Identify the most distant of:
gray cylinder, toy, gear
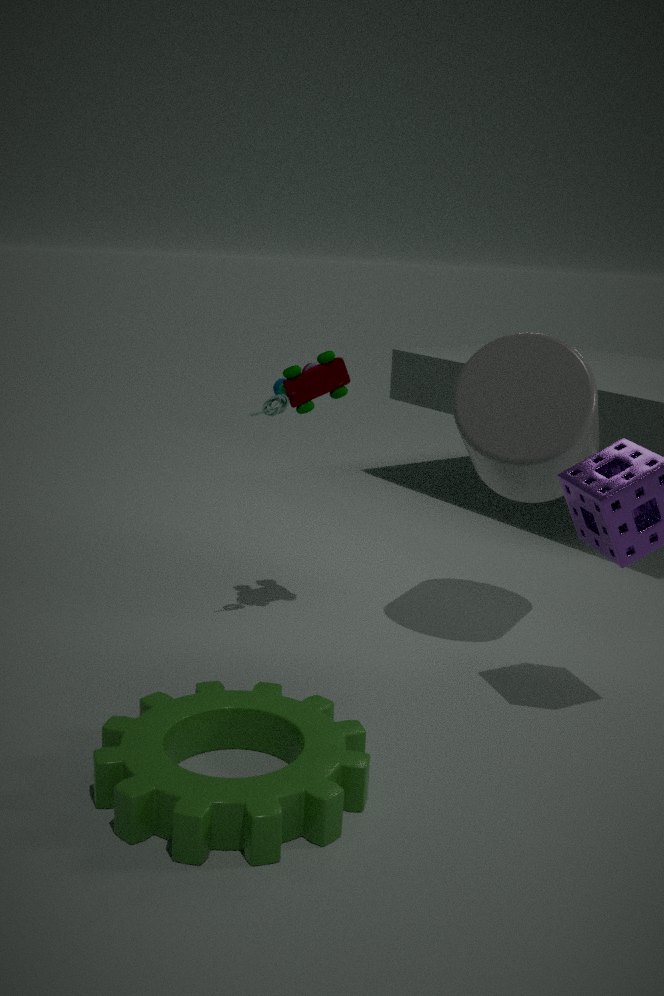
toy
